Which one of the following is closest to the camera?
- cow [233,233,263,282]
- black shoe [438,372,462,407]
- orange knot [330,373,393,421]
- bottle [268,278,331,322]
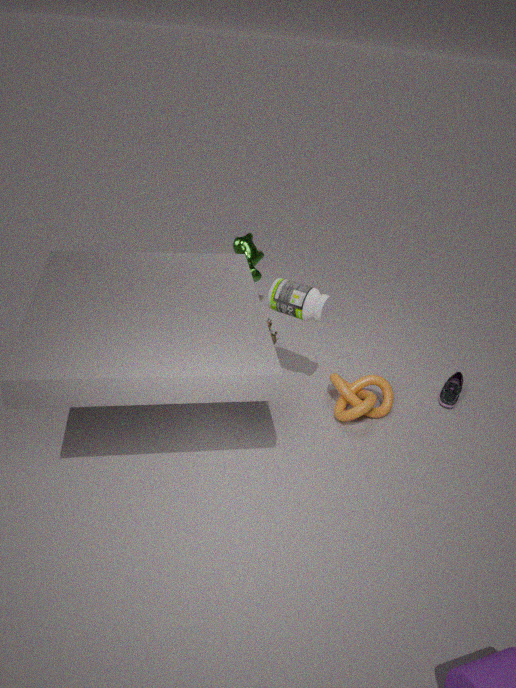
bottle [268,278,331,322]
